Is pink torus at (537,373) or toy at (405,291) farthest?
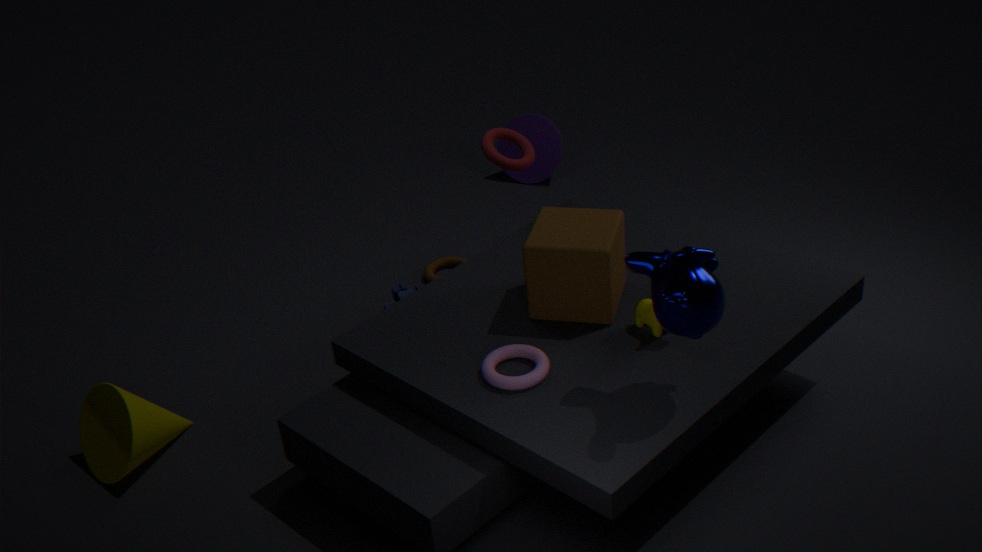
toy at (405,291)
